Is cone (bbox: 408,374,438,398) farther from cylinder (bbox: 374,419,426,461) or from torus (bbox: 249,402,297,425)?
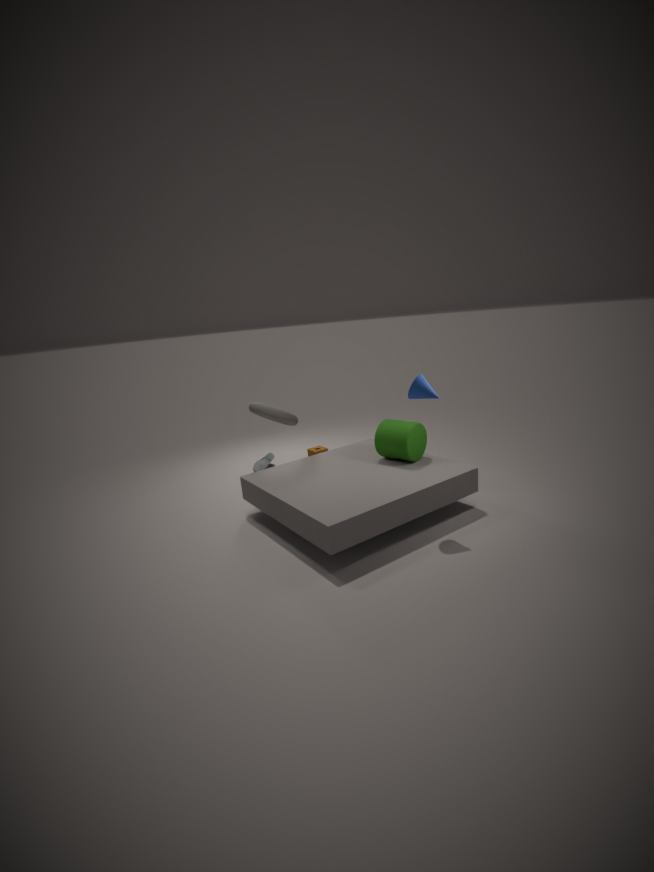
torus (bbox: 249,402,297,425)
